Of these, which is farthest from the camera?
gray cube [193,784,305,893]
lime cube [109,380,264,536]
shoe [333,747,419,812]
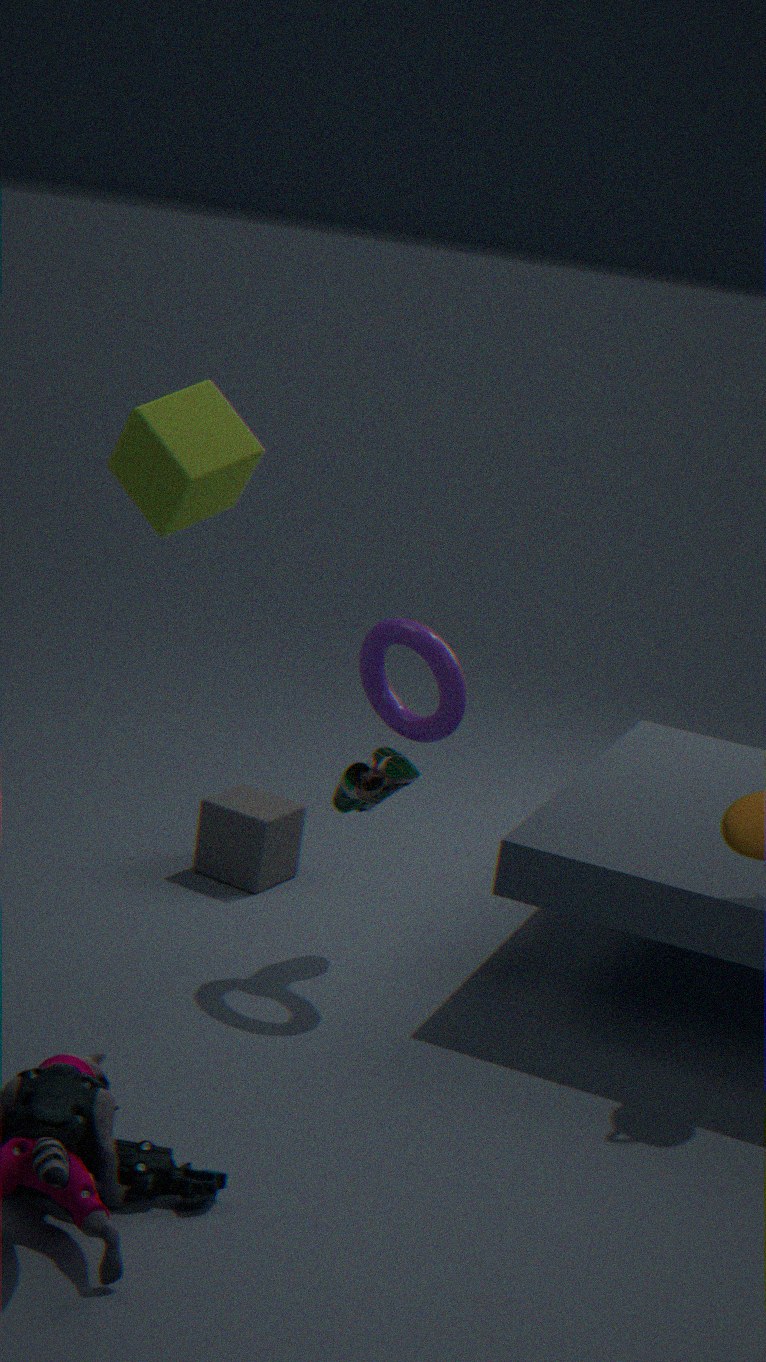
gray cube [193,784,305,893]
